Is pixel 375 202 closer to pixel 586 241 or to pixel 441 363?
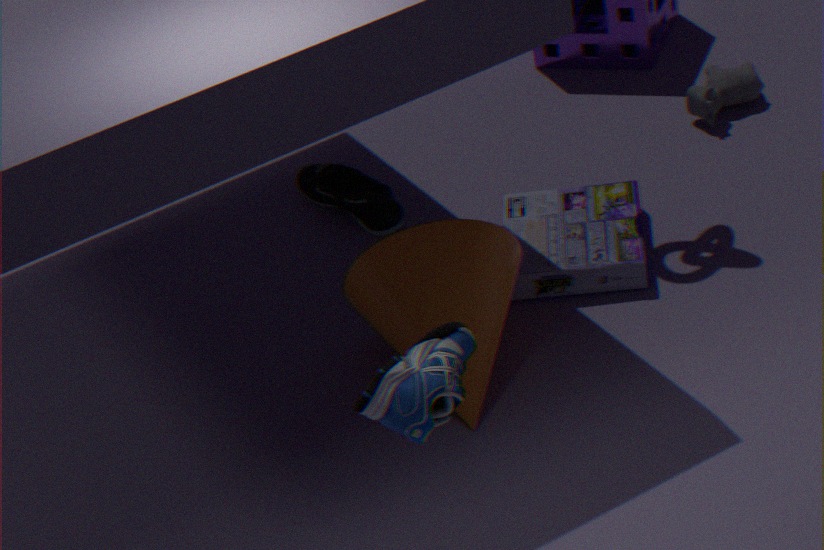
pixel 586 241
